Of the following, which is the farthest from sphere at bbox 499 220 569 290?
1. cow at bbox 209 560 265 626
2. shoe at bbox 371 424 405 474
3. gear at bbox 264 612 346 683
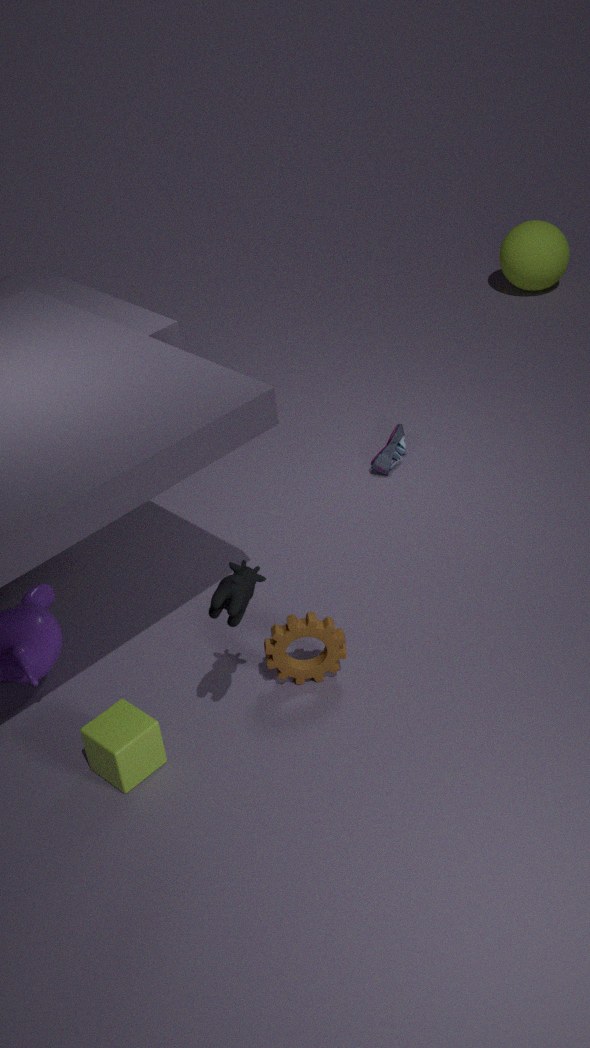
→ cow at bbox 209 560 265 626
